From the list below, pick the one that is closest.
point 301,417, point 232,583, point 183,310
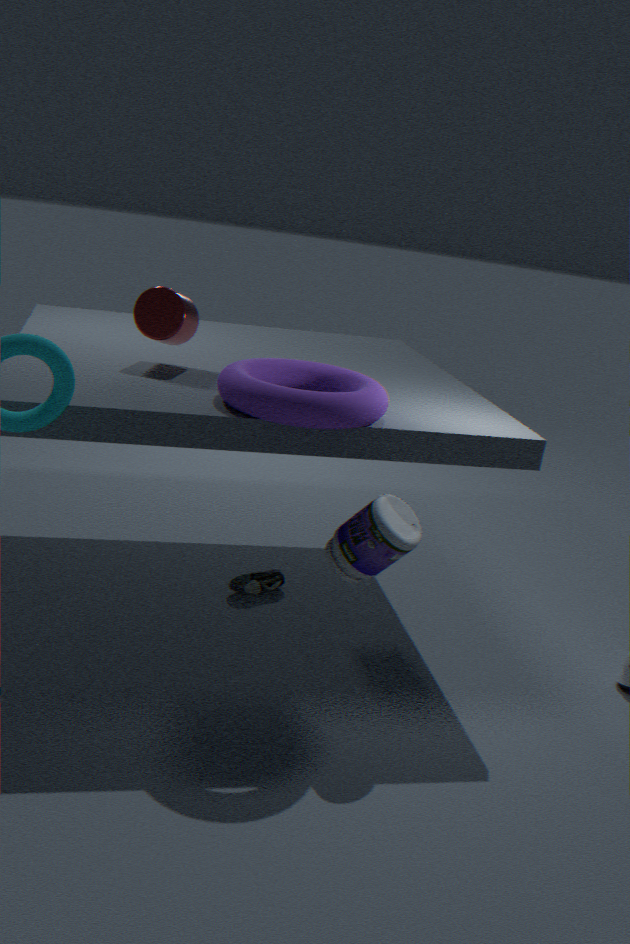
point 301,417
